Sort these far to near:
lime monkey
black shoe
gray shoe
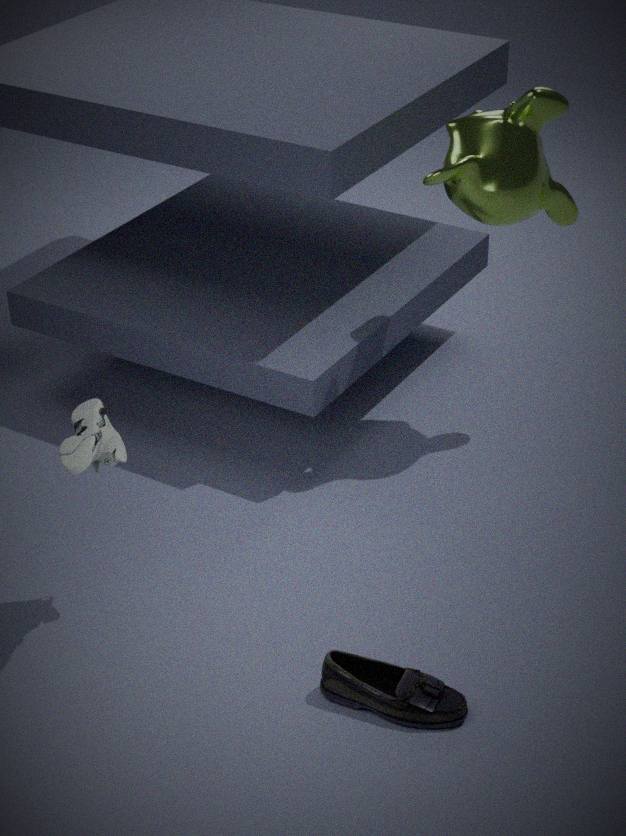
lime monkey, gray shoe, black shoe
